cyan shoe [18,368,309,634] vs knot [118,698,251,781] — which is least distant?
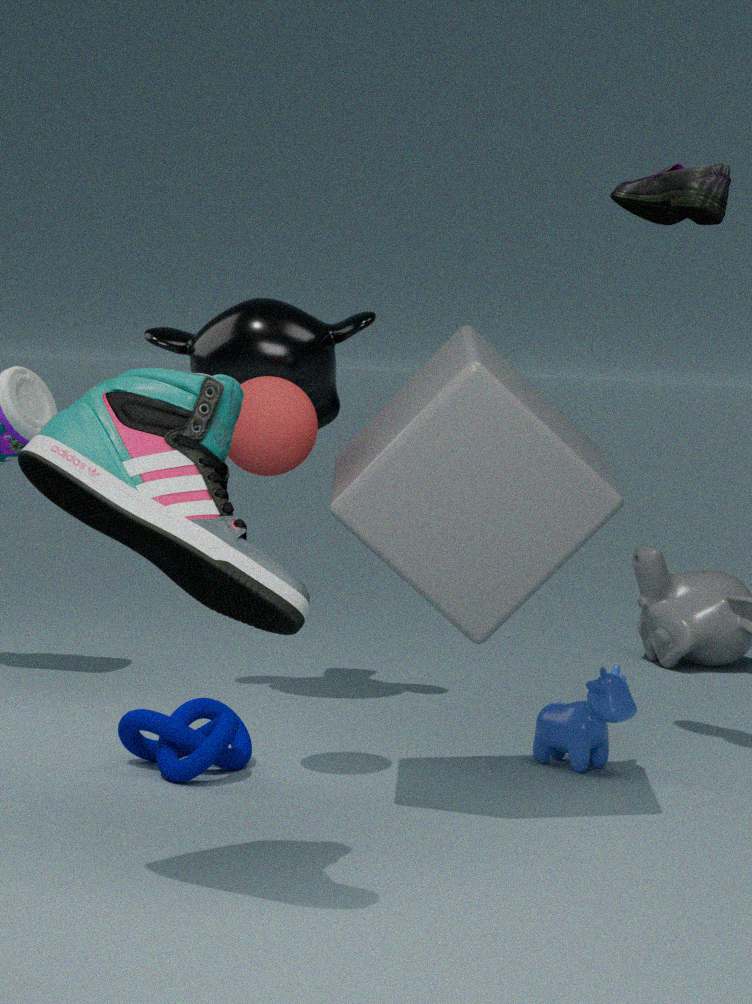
cyan shoe [18,368,309,634]
